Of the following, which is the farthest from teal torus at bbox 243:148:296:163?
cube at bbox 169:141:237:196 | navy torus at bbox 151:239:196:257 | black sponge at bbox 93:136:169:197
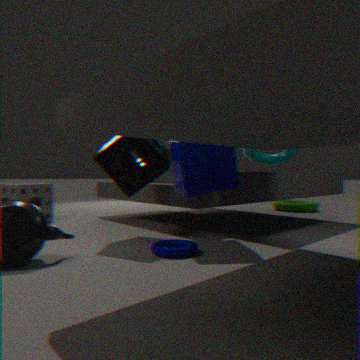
navy torus at bbox 151:239:196:257
